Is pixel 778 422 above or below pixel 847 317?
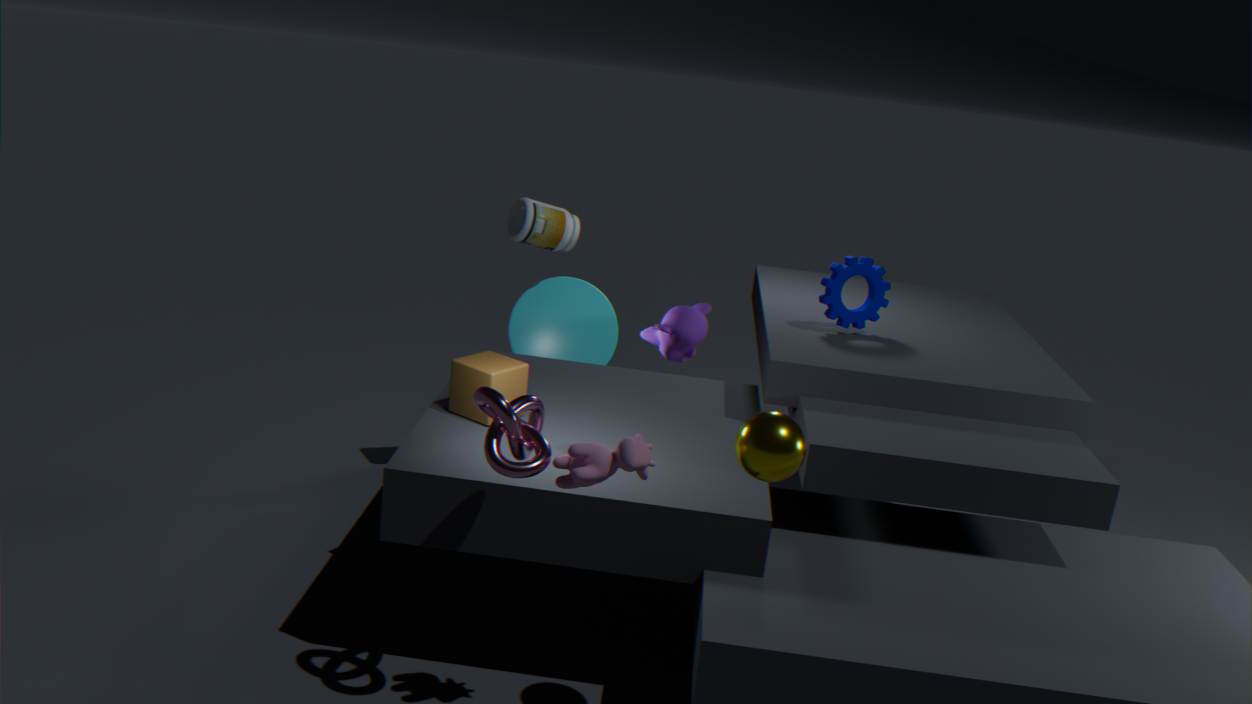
below
